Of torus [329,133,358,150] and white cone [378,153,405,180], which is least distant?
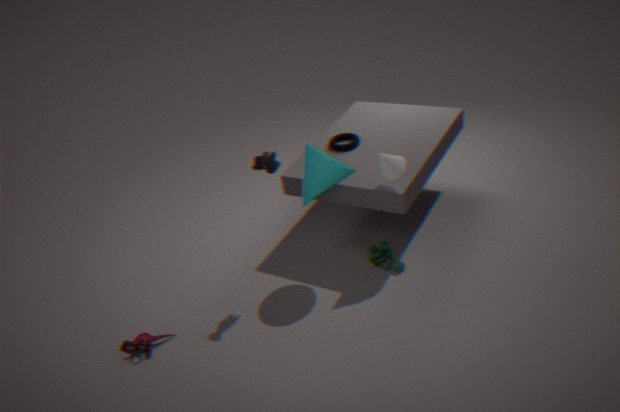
white cone [378,153,405,180]
